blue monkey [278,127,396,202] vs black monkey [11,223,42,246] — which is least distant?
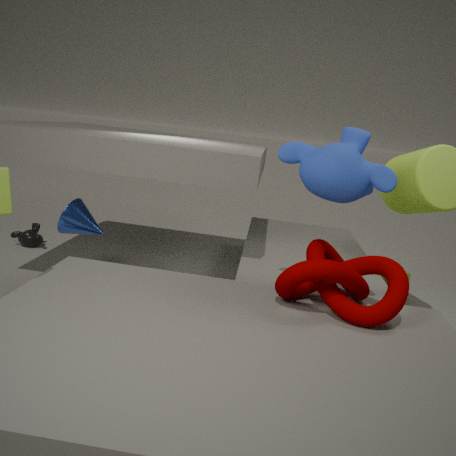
blue monkey [278,127,396,202]
